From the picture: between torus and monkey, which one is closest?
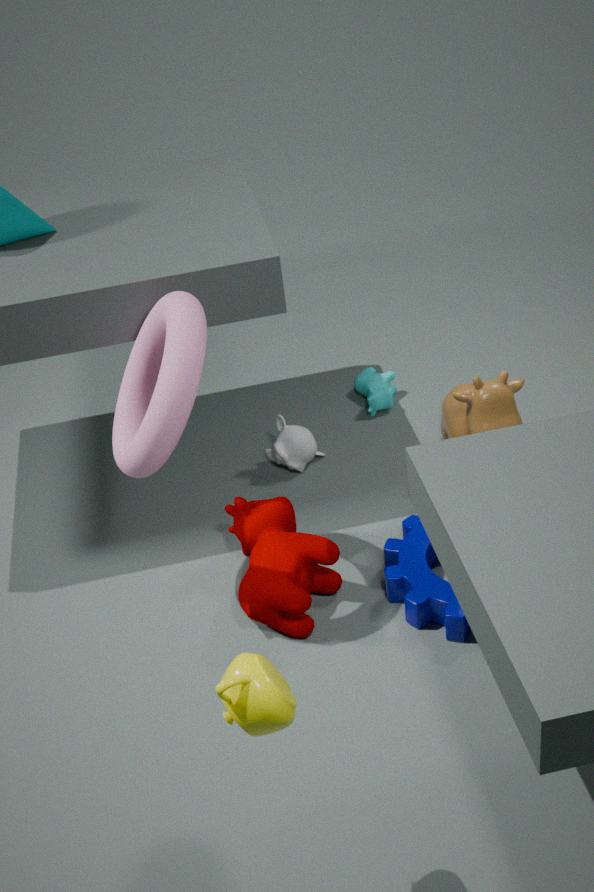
torus
